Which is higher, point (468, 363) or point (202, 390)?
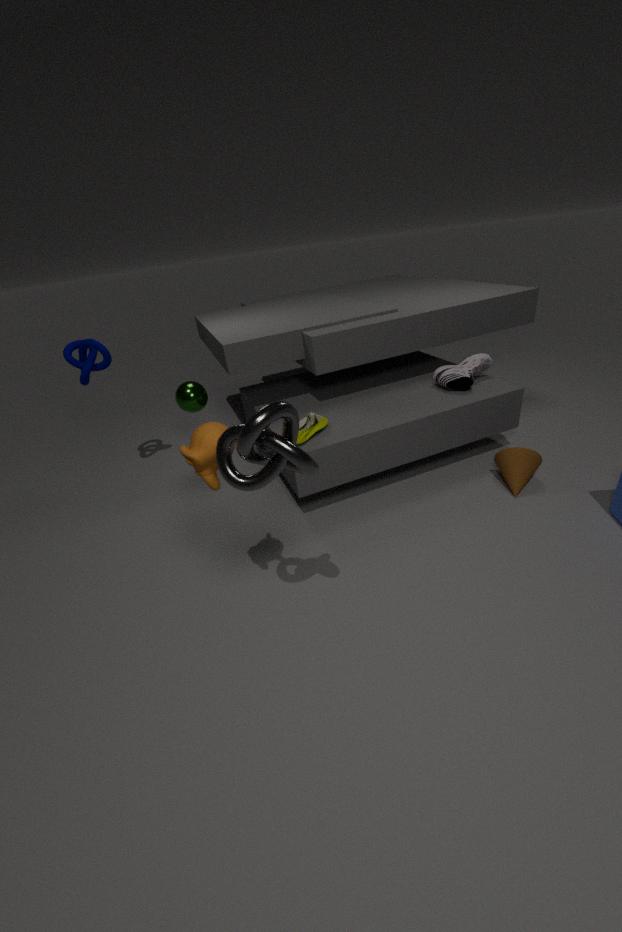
point (202, 390)
